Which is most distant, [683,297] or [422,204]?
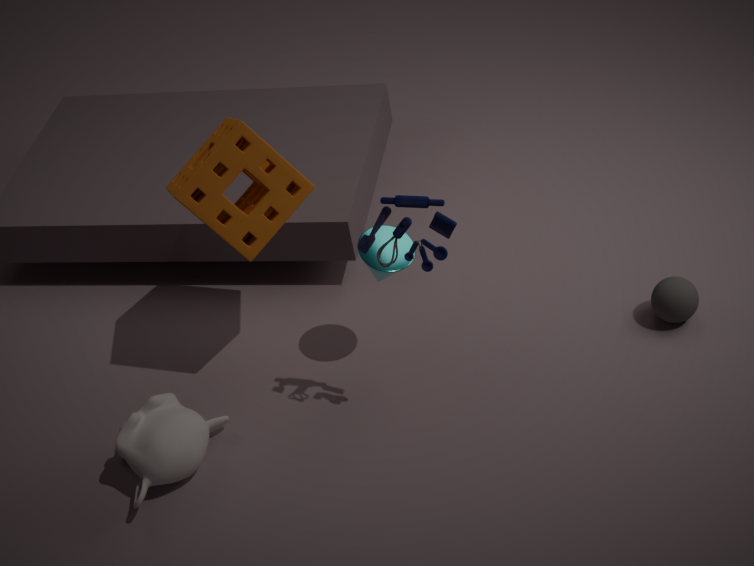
[683,297]
